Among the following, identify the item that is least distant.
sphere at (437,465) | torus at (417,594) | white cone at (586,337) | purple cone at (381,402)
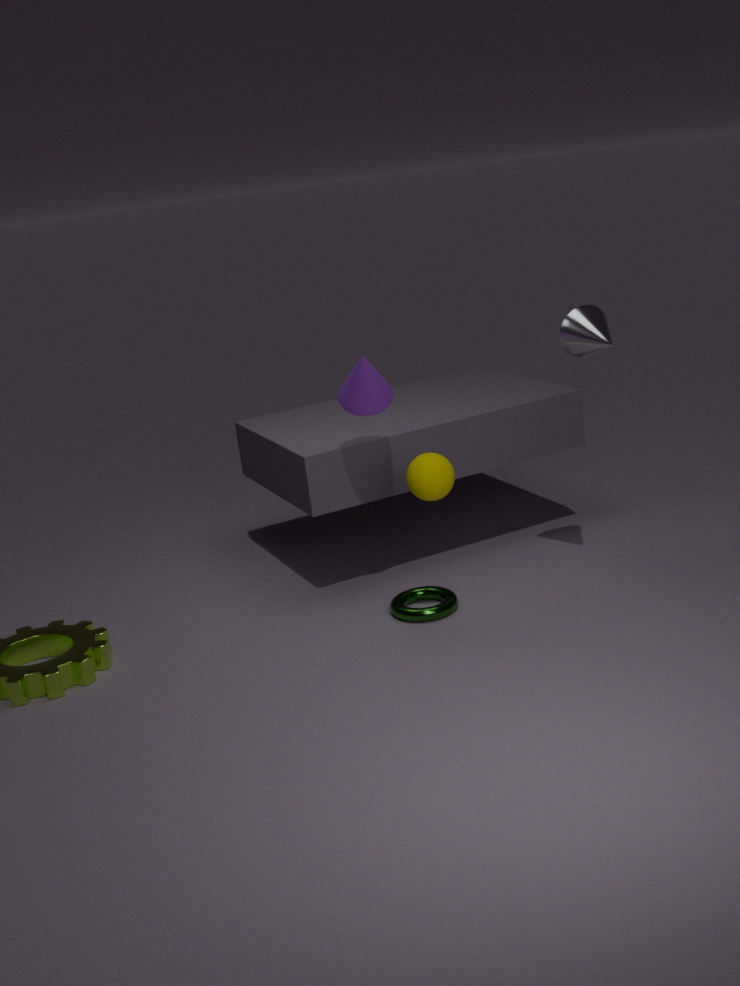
sphere at (437,465)
